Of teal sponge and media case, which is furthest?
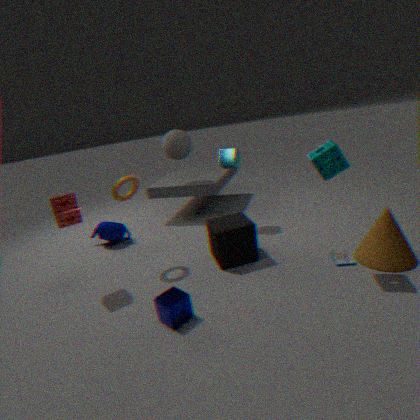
media case
